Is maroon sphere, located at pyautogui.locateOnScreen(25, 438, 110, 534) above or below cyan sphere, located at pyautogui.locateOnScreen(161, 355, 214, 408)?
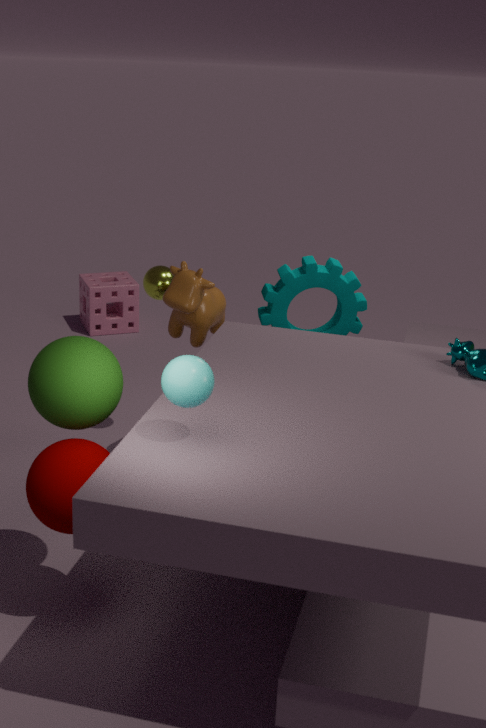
below
